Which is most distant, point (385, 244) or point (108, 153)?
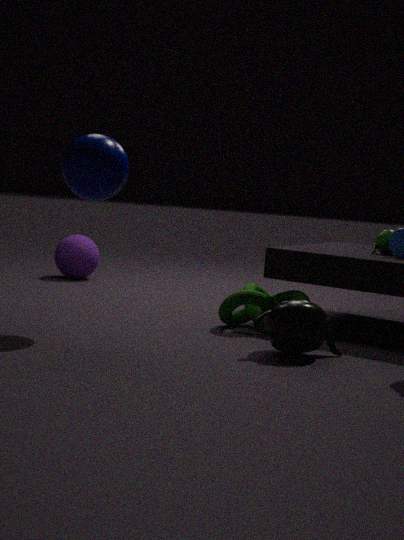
point (385, 244)
